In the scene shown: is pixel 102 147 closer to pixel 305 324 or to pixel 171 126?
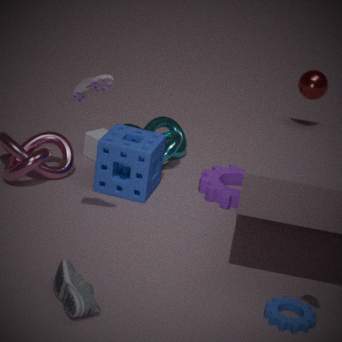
pixel 171 126
